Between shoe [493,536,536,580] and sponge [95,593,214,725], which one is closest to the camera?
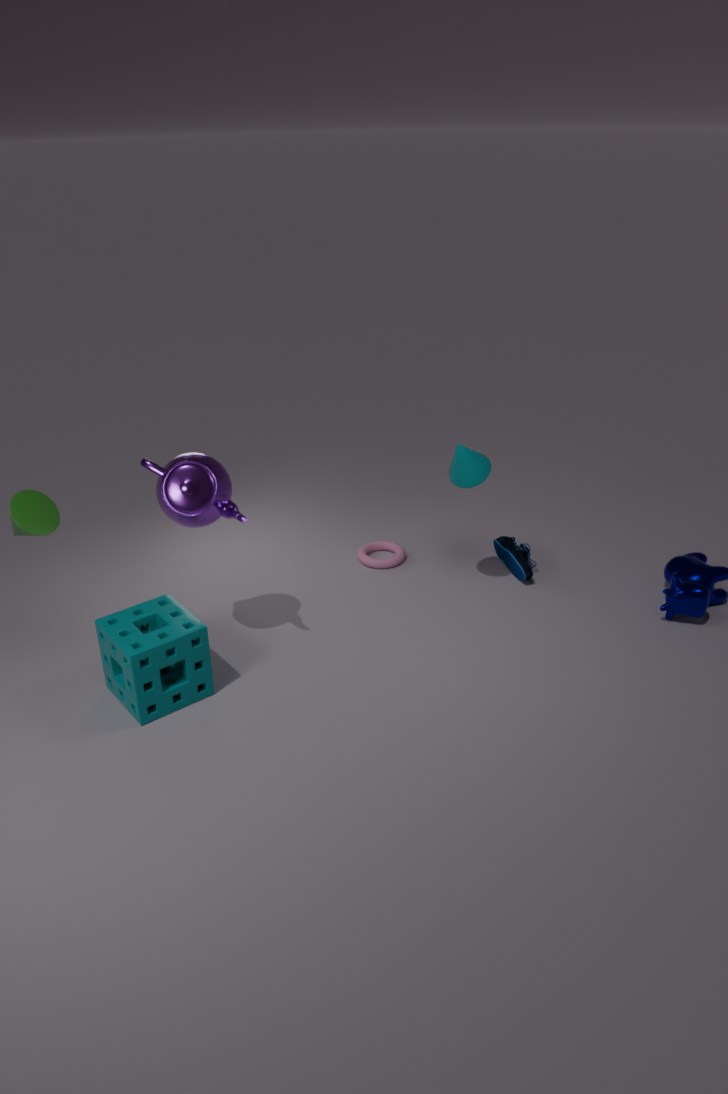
sponge [95,593,214,725]
